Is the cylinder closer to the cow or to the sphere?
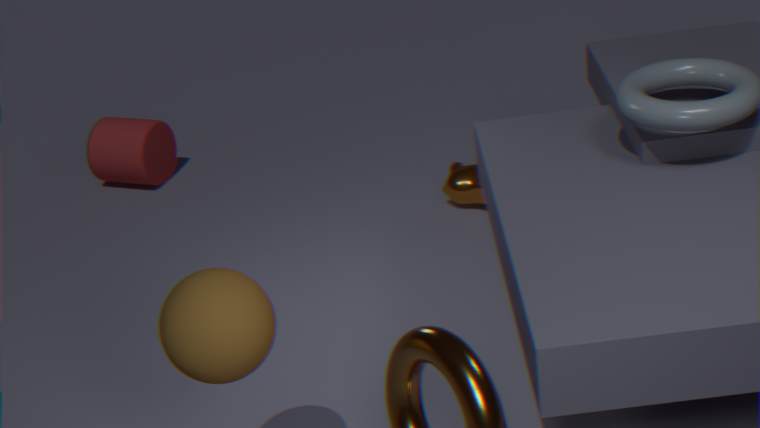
the cow
